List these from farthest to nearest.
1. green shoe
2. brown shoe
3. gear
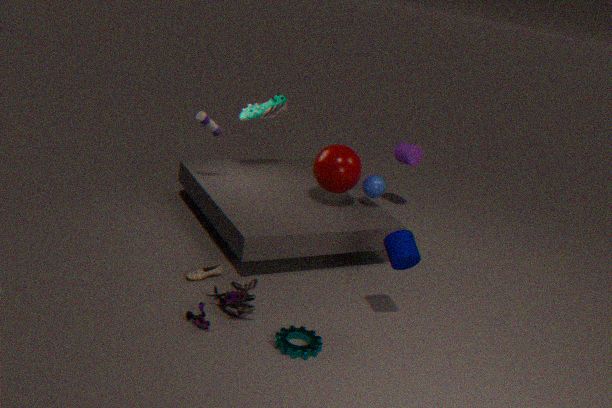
green shoe → brown shoe → gear
